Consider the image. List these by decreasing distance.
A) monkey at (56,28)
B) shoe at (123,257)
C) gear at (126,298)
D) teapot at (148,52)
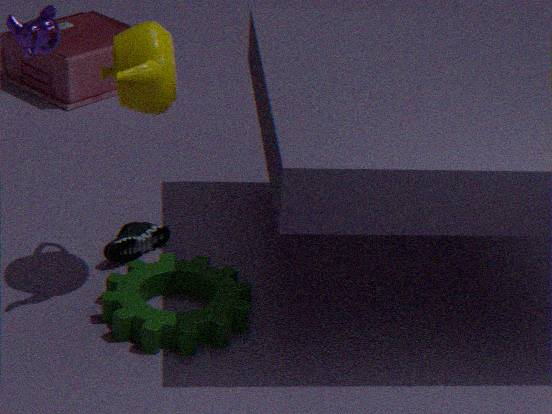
shoe at (123,257) < monkey at (56,28) < gear at (126,298) < teapot at (148,52)
